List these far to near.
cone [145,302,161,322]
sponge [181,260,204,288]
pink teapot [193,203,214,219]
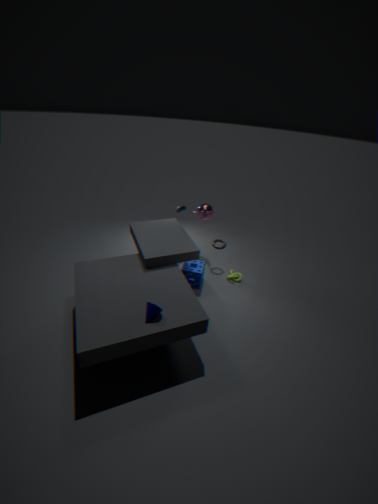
1. pink teapot [193,203,214,219]
2. sponge [181,260,204,288]
3. cone [145,302,161,322]
